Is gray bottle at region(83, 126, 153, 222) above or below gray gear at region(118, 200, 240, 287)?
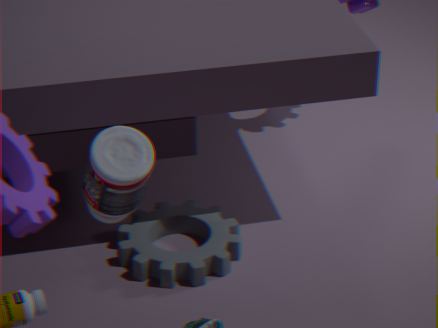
above
